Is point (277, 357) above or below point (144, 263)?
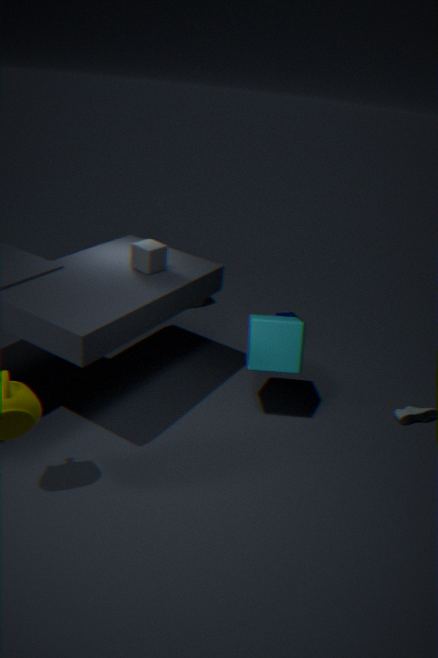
below
